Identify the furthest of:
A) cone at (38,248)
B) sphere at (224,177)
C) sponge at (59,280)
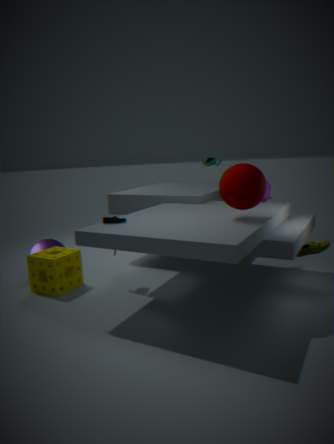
cone at (38,248)
